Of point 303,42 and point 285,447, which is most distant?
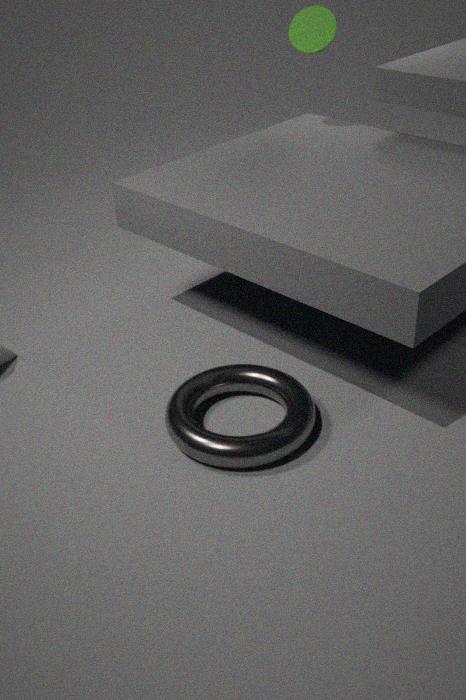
point 303,42
